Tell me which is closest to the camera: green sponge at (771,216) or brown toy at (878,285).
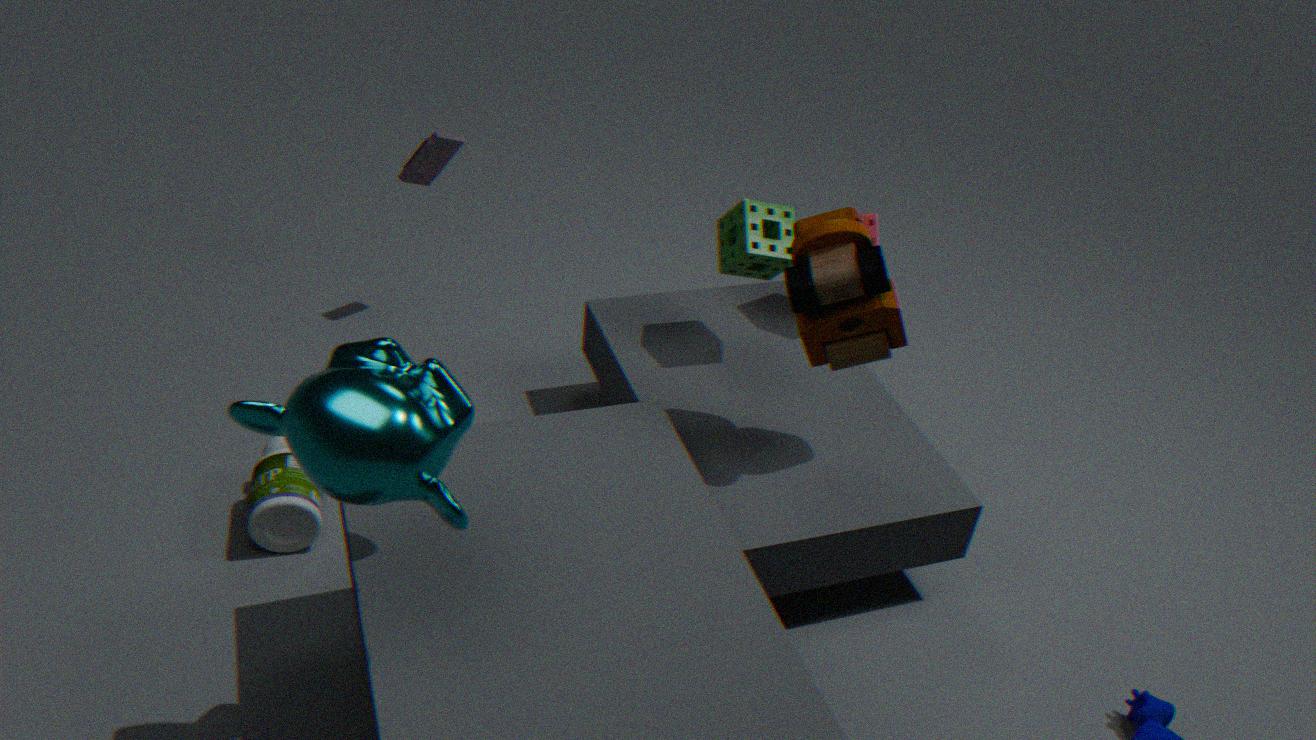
brown toy at (878,285)
